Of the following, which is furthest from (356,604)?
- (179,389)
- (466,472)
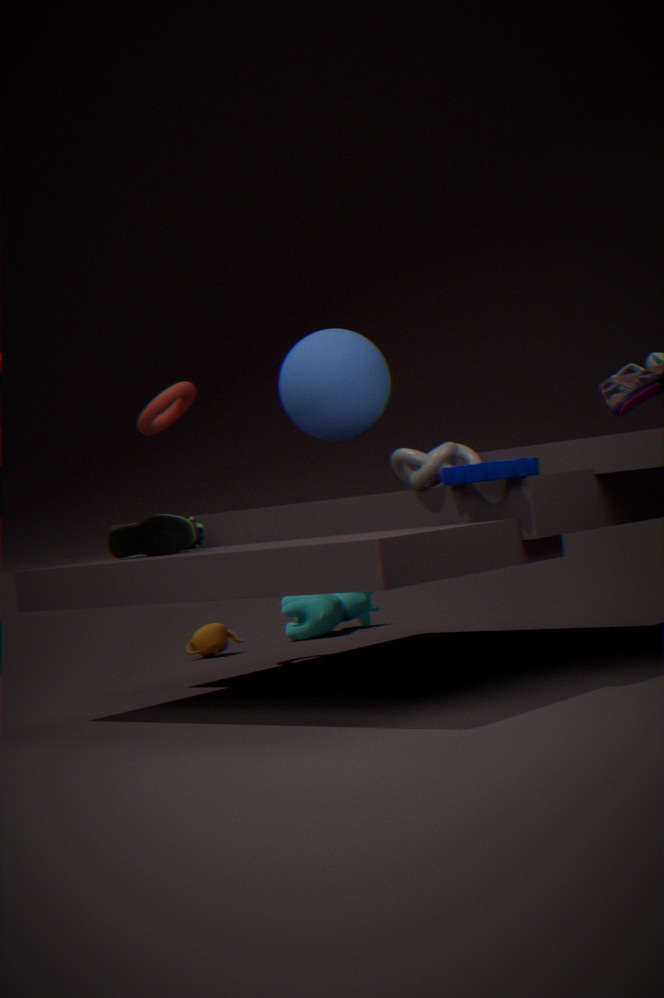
(466,472)
